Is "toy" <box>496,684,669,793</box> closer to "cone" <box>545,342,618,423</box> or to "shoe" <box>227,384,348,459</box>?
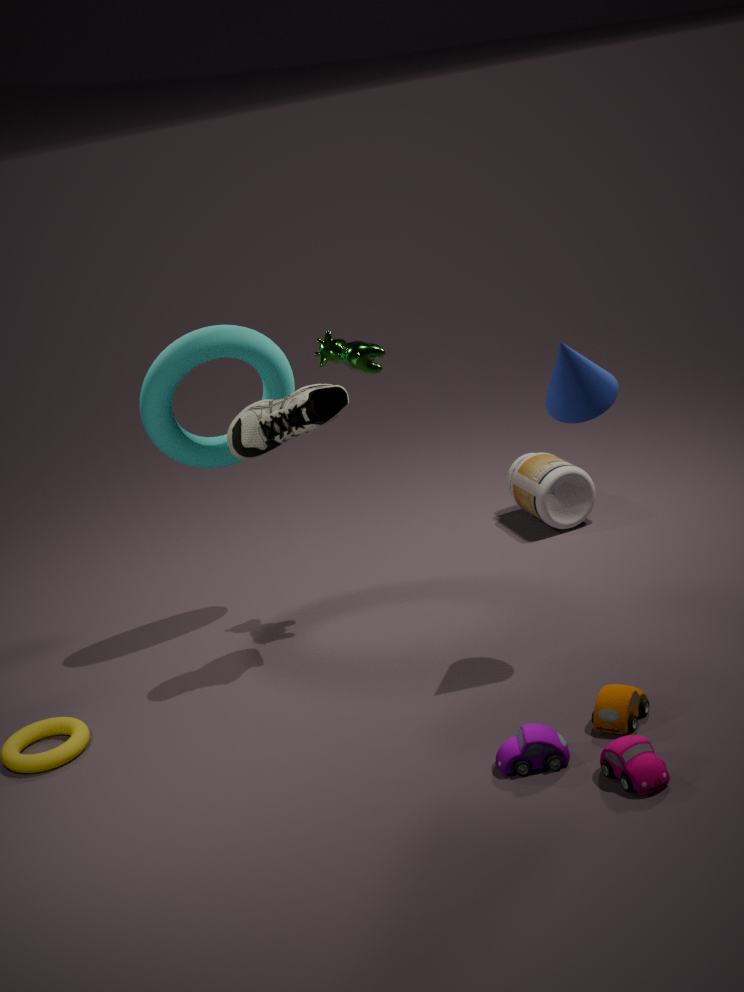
"cone" <box>545,342,618,423</box>
